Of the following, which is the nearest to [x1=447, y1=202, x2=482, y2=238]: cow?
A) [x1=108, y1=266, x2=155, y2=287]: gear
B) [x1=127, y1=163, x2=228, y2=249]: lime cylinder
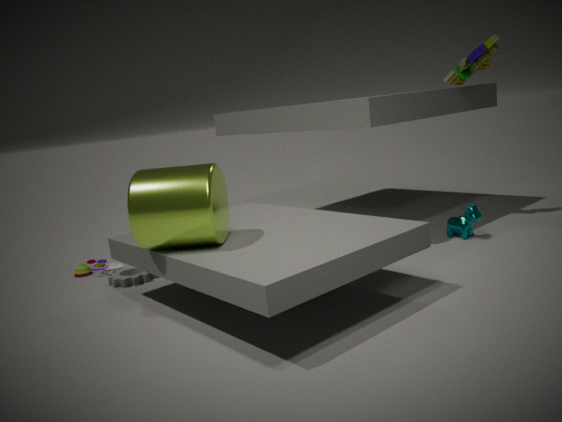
[x1=127, y1=163, x2=228, y2=249]: lime cylinder
